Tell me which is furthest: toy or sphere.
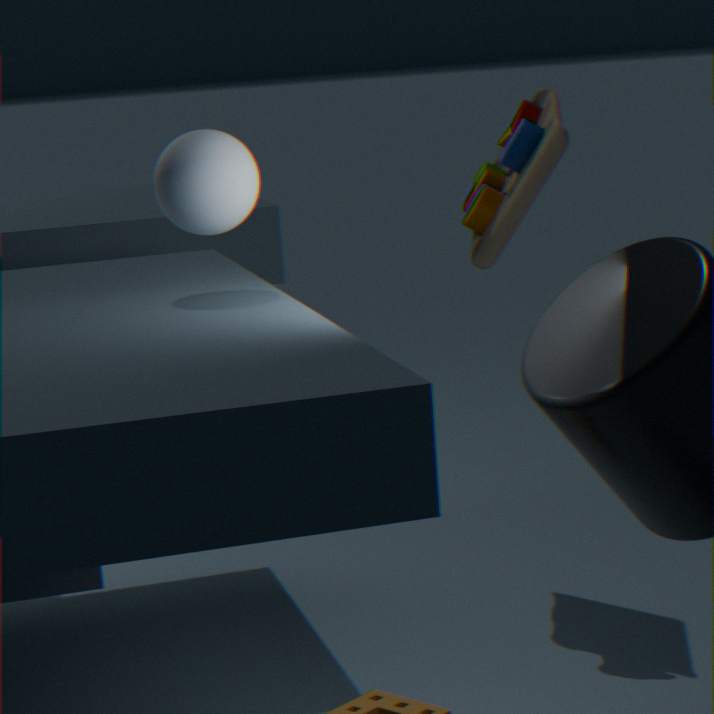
toy
